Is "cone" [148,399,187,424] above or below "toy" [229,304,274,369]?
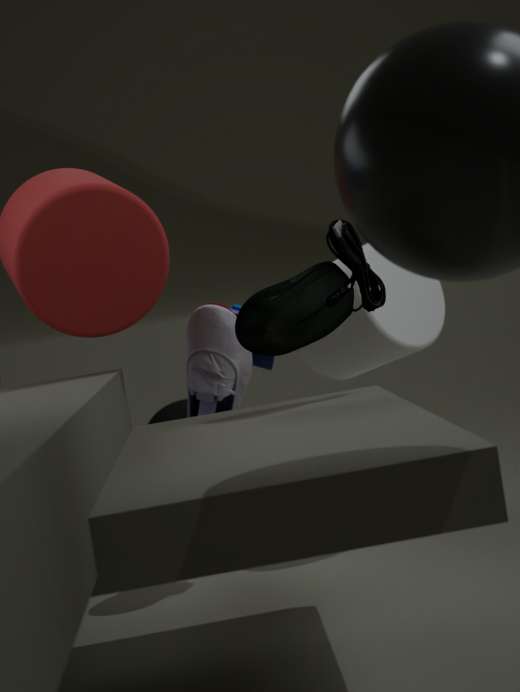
below
